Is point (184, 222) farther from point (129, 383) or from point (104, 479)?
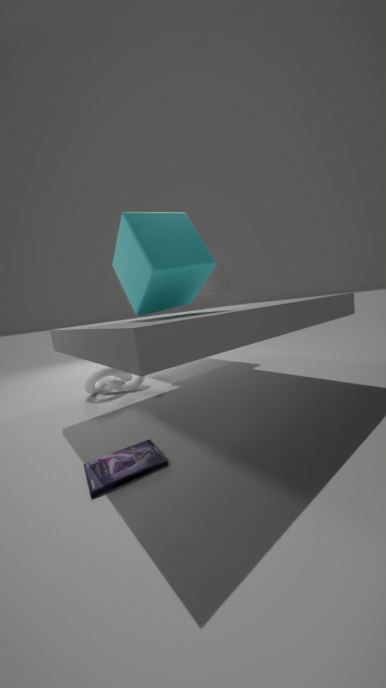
point (129, 383)
